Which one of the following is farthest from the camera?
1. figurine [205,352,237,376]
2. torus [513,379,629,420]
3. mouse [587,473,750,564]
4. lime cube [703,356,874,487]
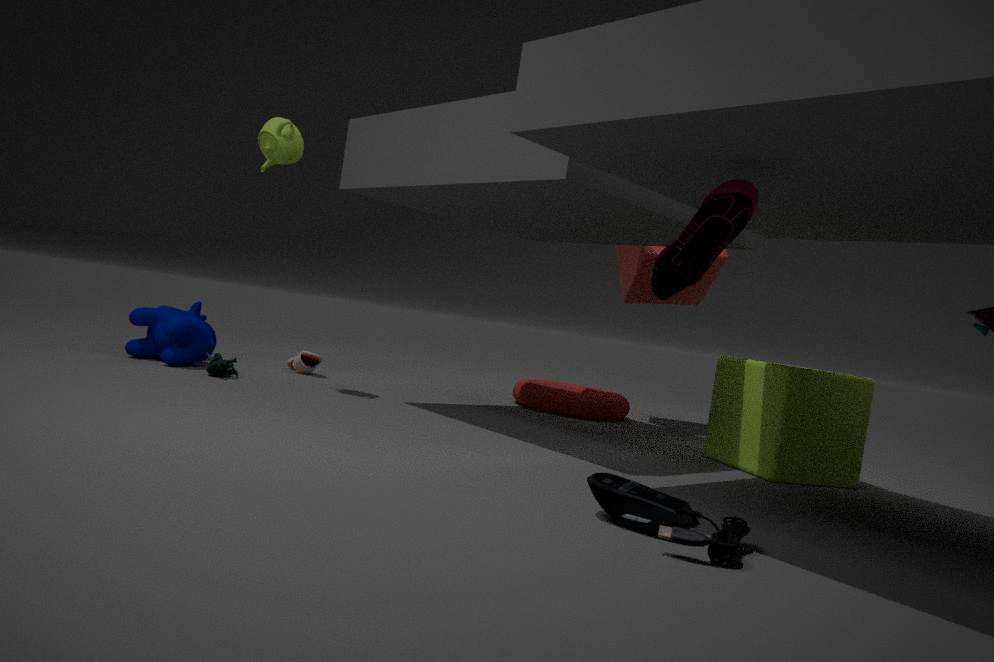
torus [513,379,629,420]
